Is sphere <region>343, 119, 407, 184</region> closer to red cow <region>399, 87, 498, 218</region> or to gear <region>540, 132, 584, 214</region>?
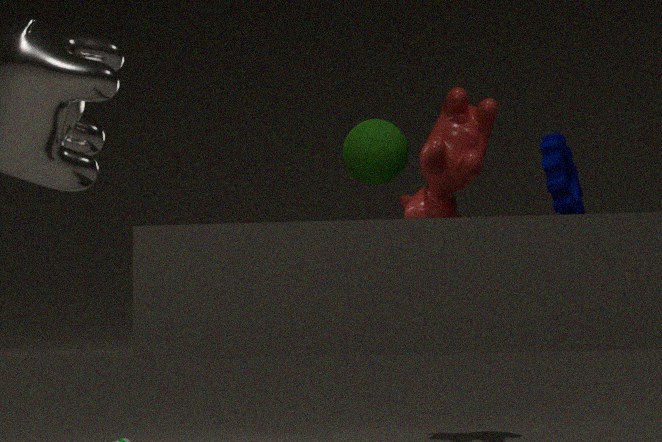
red cow <region>399, 87, 498, 218</region>
